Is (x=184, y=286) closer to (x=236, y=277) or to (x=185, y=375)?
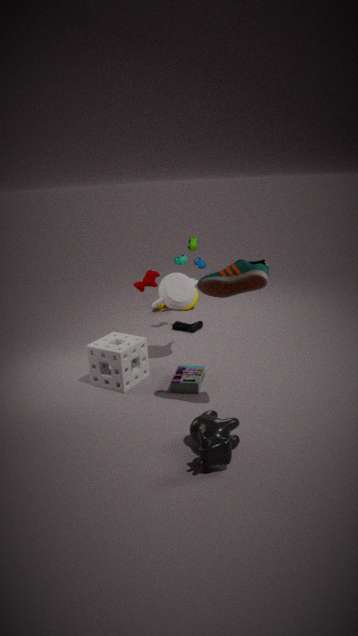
(x=185, y=375)
